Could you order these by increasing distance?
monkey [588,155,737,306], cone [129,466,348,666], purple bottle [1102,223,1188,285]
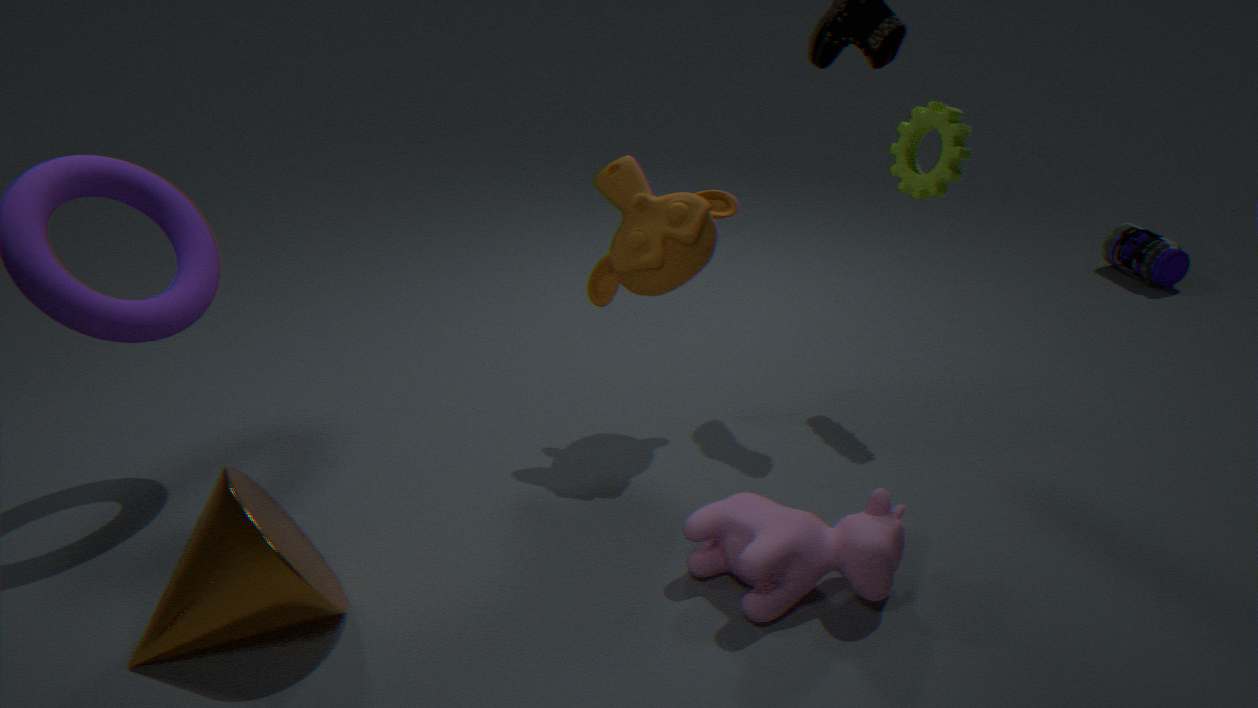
1. cone [129,466,348,666]
2. monkey [588,155,737,306]
3. purple bottle [1102,223,1188,285]
